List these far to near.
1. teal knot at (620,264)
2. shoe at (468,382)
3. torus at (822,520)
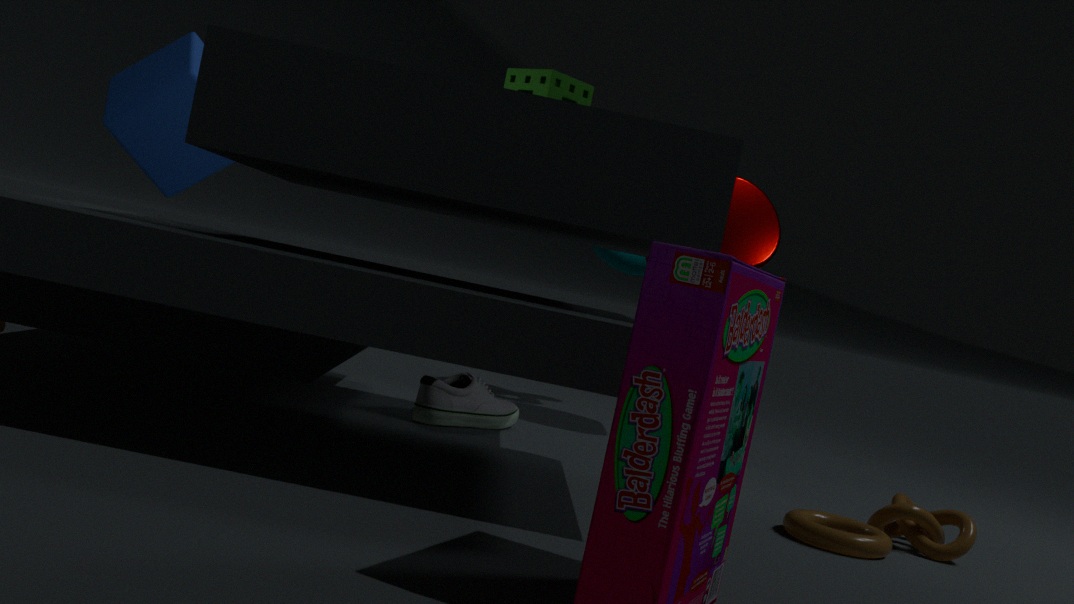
teal knot at (620,264)
shoe at (468,382)
torus at (822,520)
